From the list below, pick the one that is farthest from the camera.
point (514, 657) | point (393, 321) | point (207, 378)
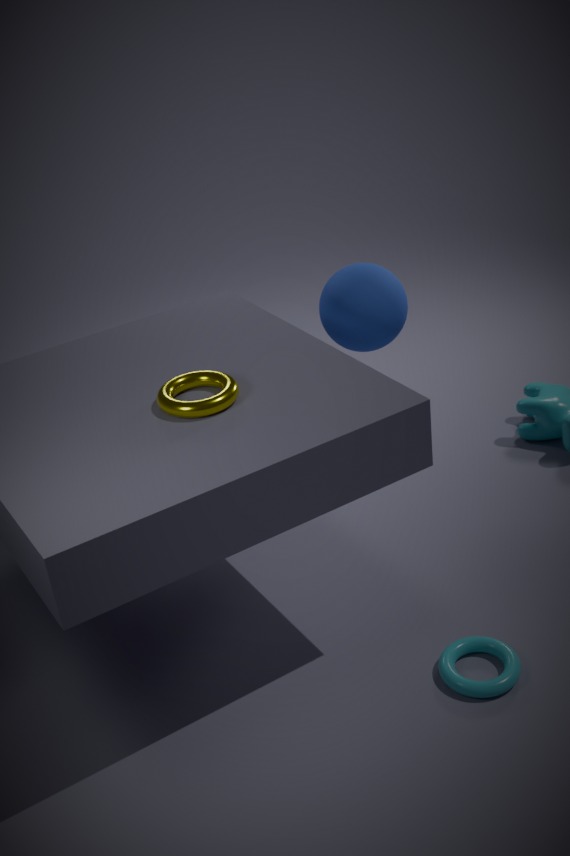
point (393, 321)
